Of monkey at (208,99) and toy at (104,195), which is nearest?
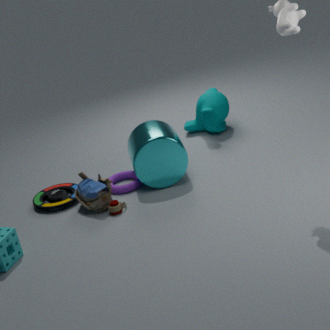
toy at (104,195)
